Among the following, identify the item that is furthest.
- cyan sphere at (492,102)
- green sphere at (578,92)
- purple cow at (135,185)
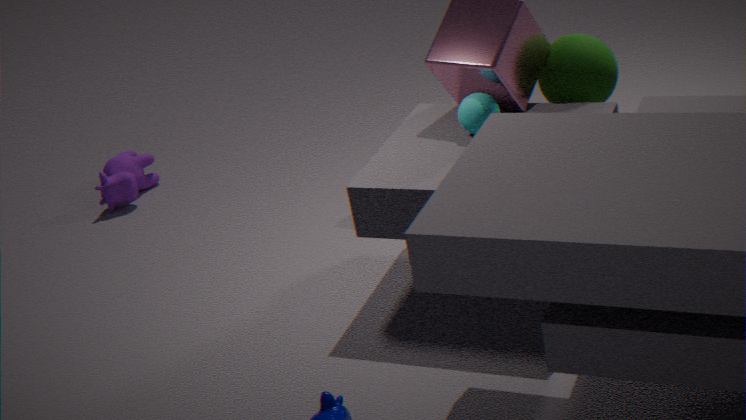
purple cow at (135,185)
